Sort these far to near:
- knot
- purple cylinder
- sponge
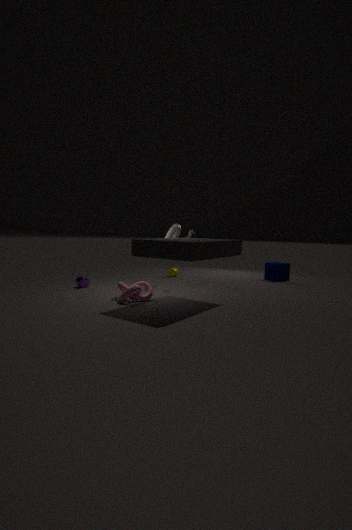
sponge → purple cylinder → knot
